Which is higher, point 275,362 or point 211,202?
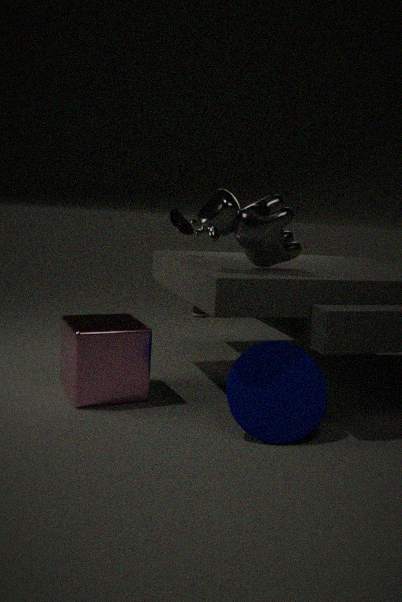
point 211,202
